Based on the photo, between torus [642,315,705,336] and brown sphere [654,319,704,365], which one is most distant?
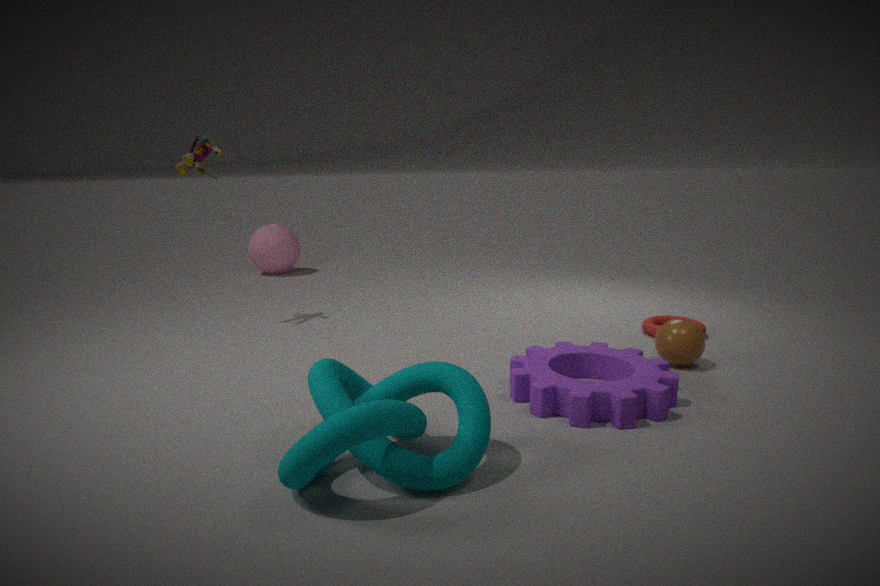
torus [642,315,705,336]
